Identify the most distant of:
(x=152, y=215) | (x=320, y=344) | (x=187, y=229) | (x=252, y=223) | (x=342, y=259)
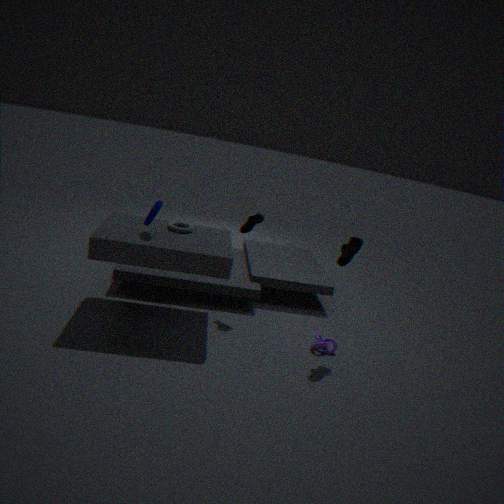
(x=252, y=223)
